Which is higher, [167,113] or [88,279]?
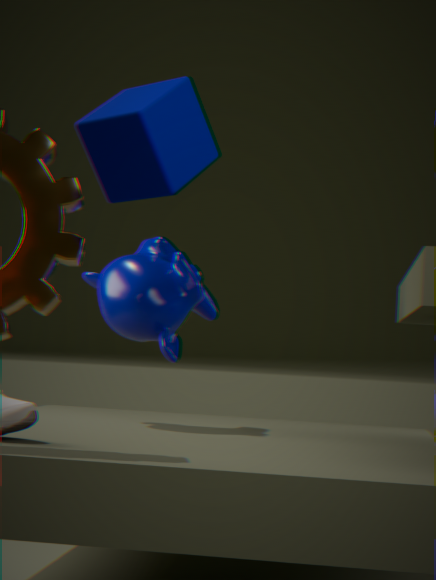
[167,113]
